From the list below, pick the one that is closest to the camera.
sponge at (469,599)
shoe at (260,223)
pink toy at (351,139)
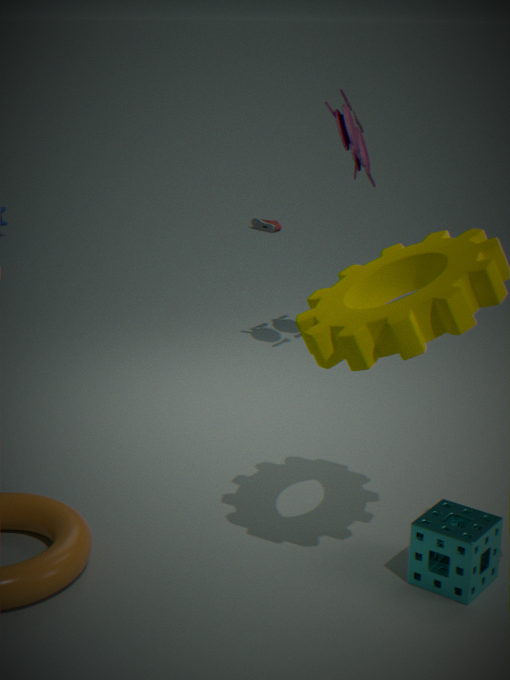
sponge at (469,599)
